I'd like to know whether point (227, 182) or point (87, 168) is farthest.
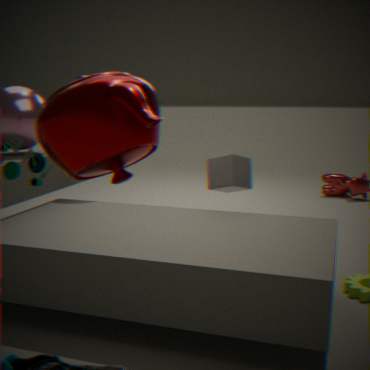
point (227, 182)
